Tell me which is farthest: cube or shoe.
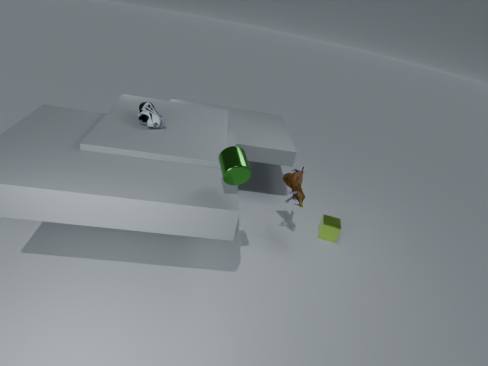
cube
